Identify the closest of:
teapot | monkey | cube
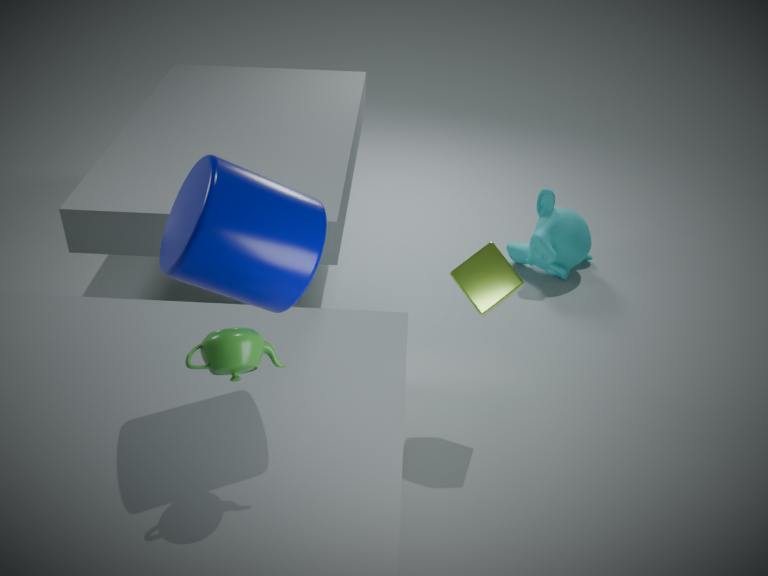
teapot
